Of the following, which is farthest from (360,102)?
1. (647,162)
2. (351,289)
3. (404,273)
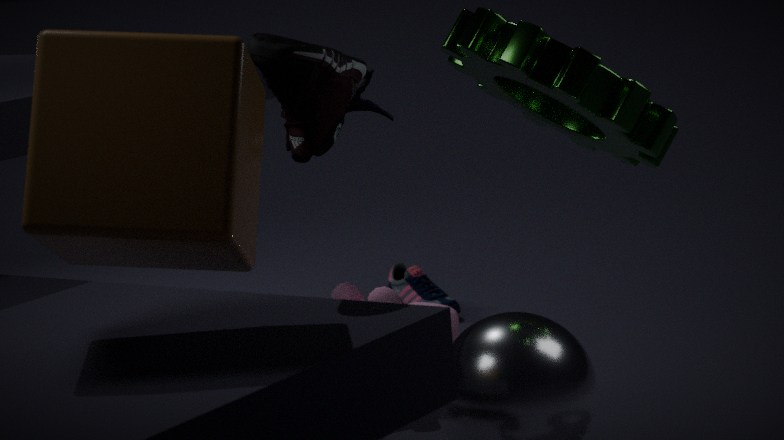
(404,273)
